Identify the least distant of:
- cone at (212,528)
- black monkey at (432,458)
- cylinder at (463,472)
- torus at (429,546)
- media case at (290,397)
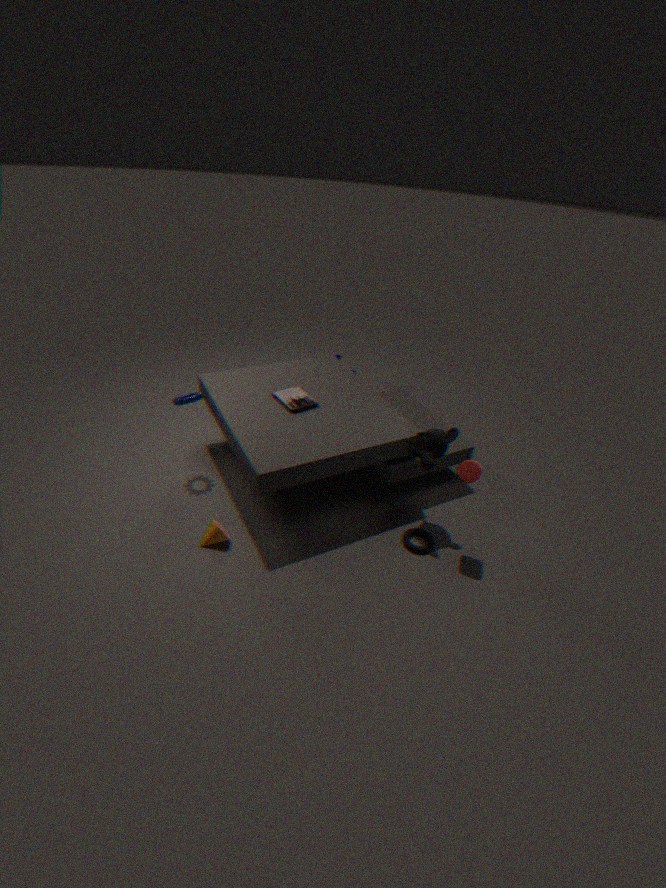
cylinder at (463,472)
